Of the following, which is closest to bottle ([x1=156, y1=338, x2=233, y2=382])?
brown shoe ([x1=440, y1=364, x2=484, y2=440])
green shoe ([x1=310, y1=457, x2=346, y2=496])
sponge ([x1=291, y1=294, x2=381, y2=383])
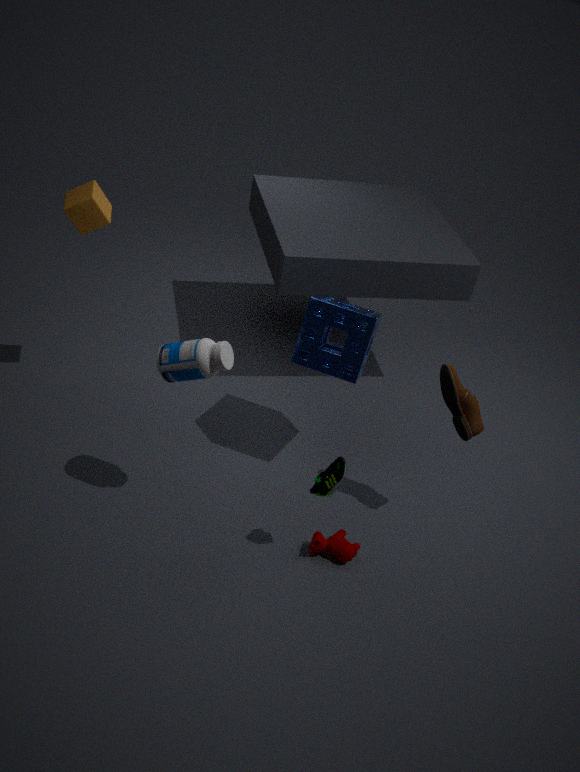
sponge ([x1=291, y1=294, x2=381, y2=383])
